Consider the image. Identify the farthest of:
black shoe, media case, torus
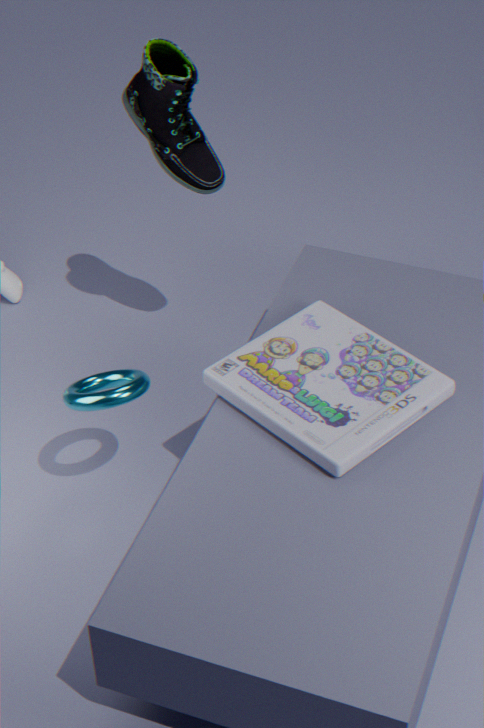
black shoe
